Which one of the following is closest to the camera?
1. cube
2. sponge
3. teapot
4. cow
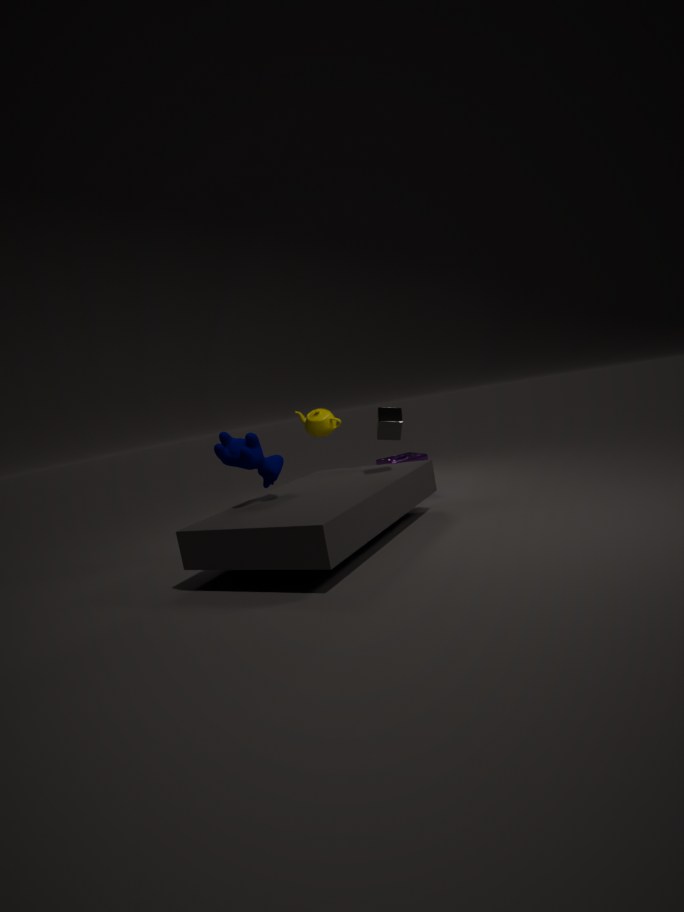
cow
